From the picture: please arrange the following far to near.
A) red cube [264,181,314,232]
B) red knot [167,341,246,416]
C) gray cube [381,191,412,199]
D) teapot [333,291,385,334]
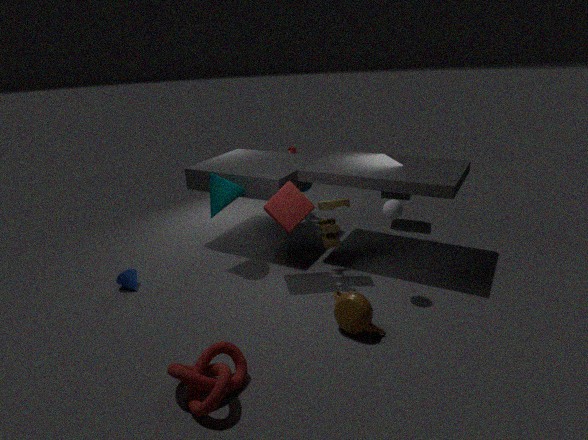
gray cube [381,191,412,199]
red cube [264,181,314,232]
teapot [333,291,385,334]
red knot [167,341,246,416]
